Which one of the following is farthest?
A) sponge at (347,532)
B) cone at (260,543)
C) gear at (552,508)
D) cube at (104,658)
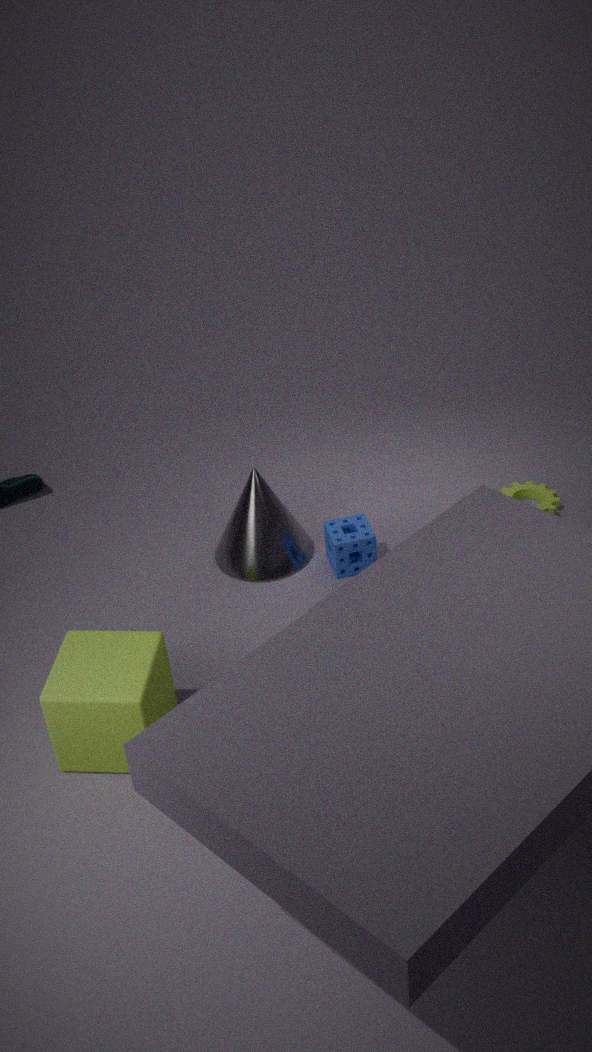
gear at (552,508)
